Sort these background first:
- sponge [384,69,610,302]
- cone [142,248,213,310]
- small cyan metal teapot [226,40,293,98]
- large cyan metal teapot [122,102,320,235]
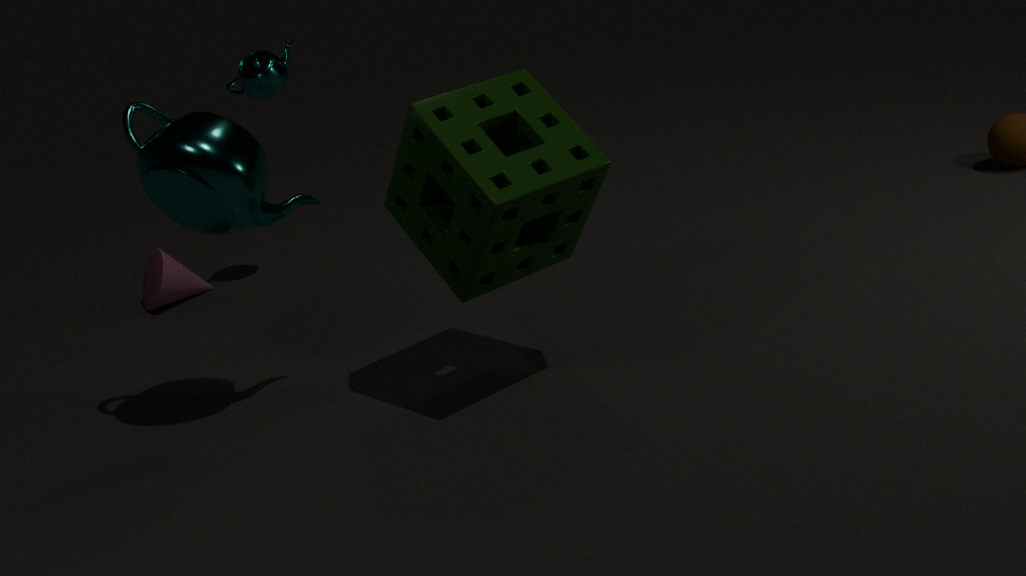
cone [142,248,213,310] < small cyan metal teapot [226,40,293,98] < large cyan metal teapot [122,102,320,235] < sponge [384,69,610,302]
